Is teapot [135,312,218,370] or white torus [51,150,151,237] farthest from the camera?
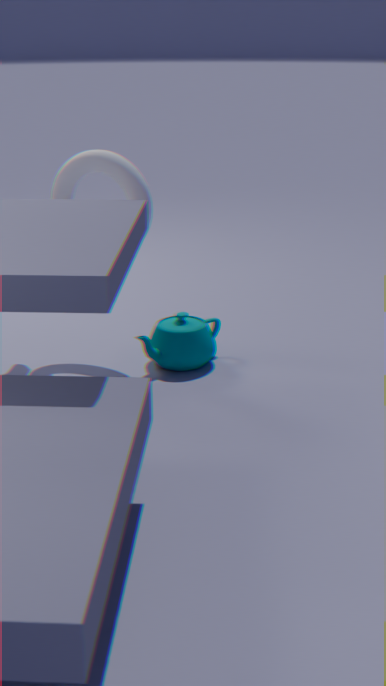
teapot [135,312,218,370]
